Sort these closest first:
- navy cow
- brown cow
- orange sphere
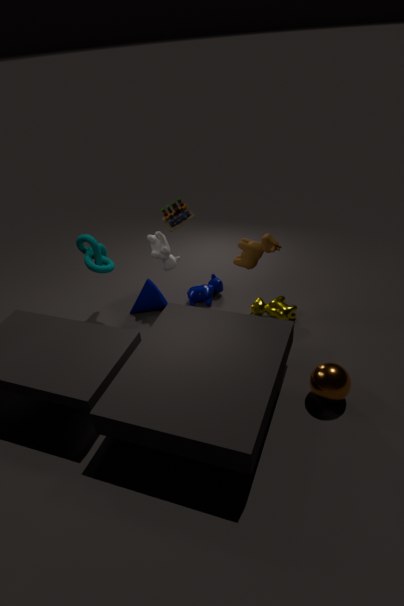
orange sphere < brown cow < navy cow
